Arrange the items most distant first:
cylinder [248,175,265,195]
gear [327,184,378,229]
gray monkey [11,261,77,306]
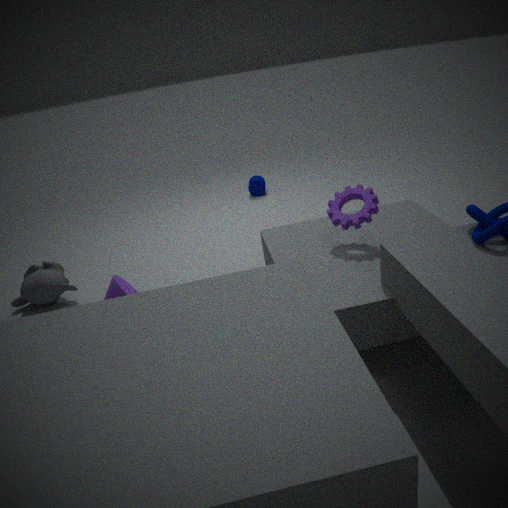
cylinder [248,175,265,195], gray monkey [11,261,77,306], gear [327,184,378,229]
